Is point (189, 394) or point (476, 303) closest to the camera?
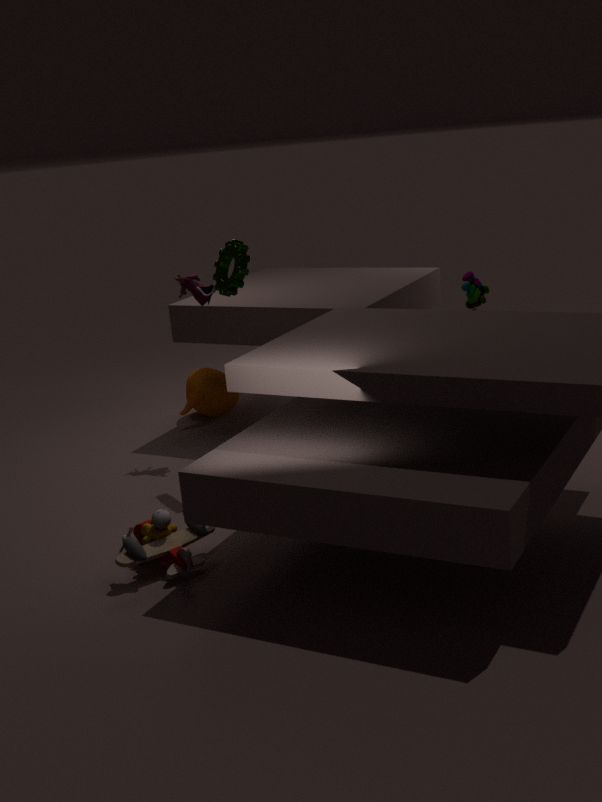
point (476, 303)
